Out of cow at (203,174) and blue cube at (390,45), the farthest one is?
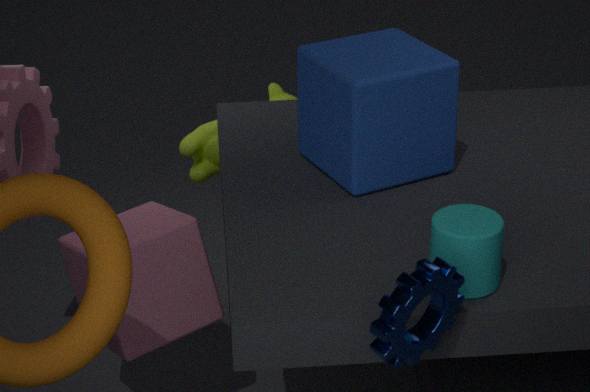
cow at (203,174)
